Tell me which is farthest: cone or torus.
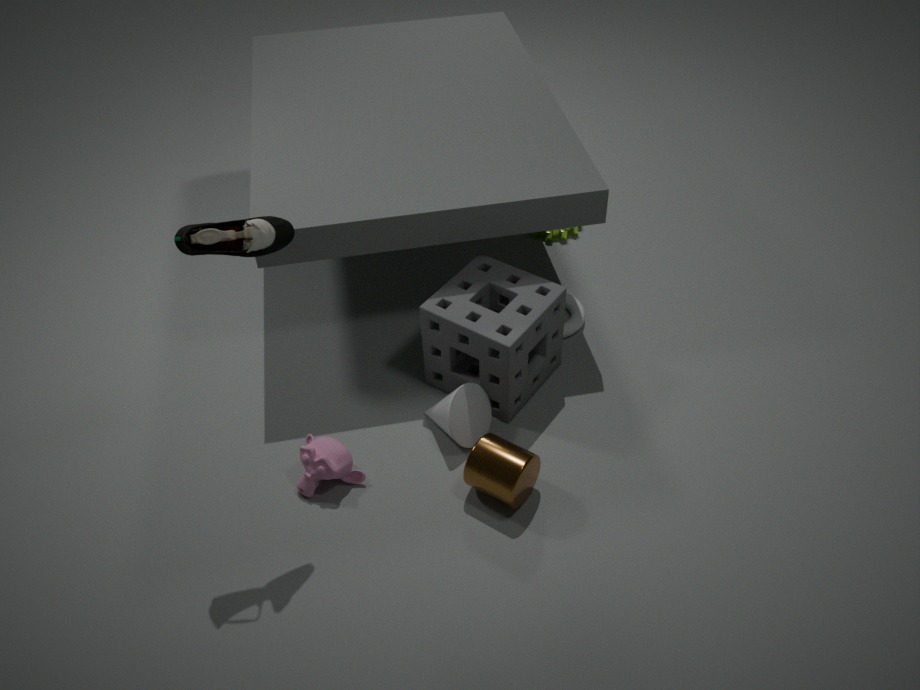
torus
